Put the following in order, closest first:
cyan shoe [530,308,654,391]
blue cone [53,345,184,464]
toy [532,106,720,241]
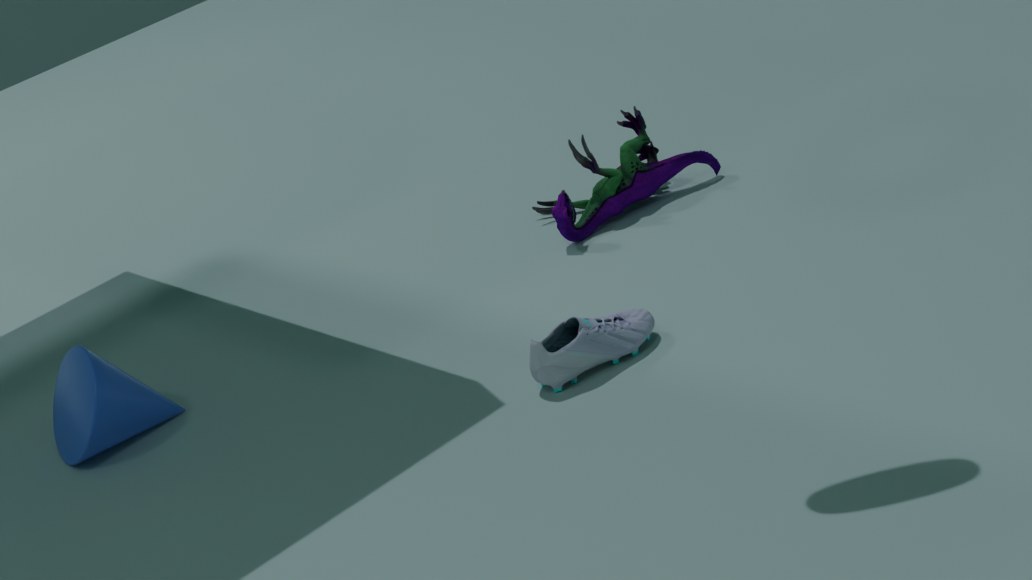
cyan shoe [530,308,654,391] → blue cone [53,345,184,464] → toy [532,106,720,241]
